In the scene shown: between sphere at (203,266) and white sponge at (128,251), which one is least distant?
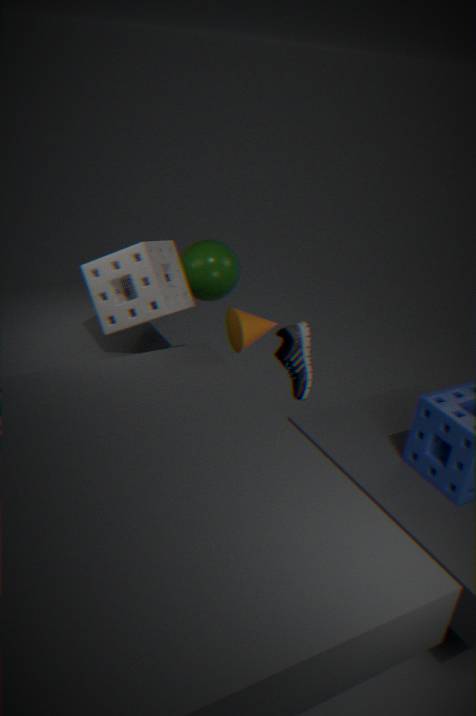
white sponge at (128,251)
